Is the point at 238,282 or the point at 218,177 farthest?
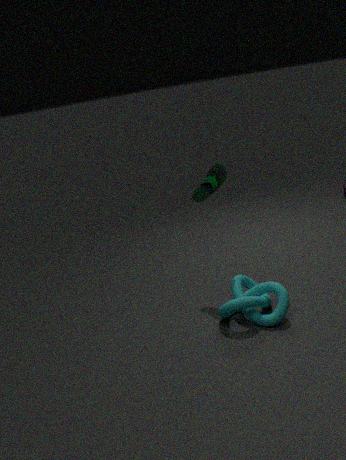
the point at 218,177
